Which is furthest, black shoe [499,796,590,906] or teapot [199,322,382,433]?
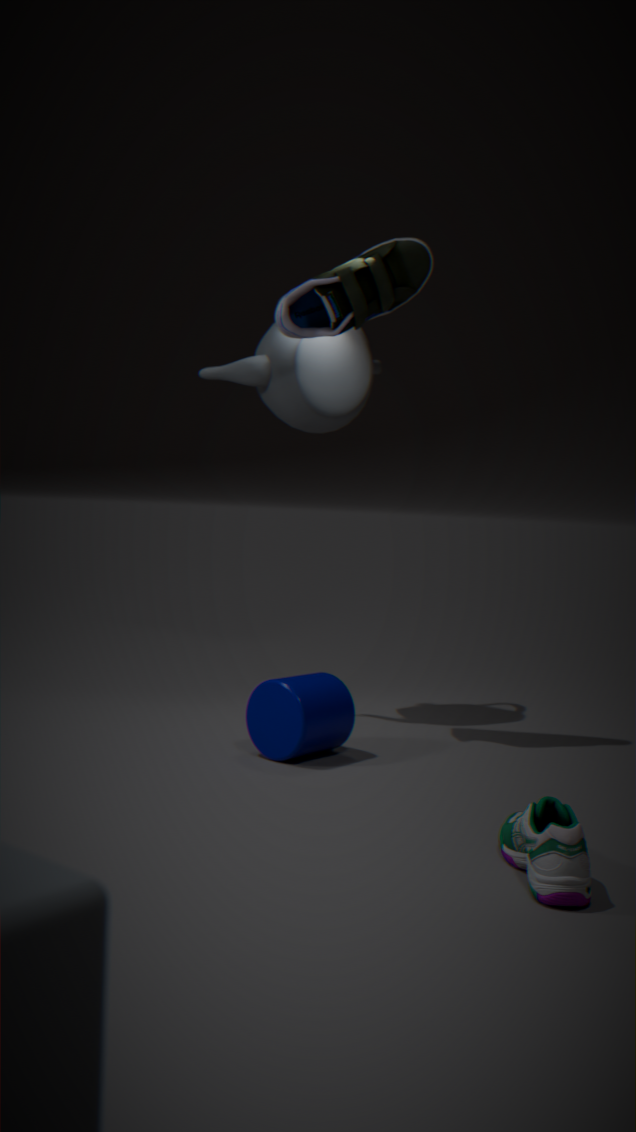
teapot [199,322,382,433]
